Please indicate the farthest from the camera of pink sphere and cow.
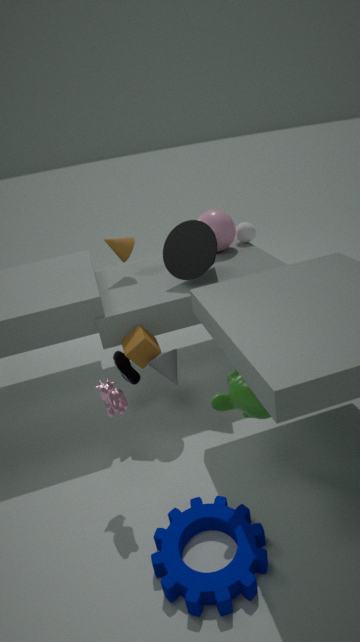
pink sphere
